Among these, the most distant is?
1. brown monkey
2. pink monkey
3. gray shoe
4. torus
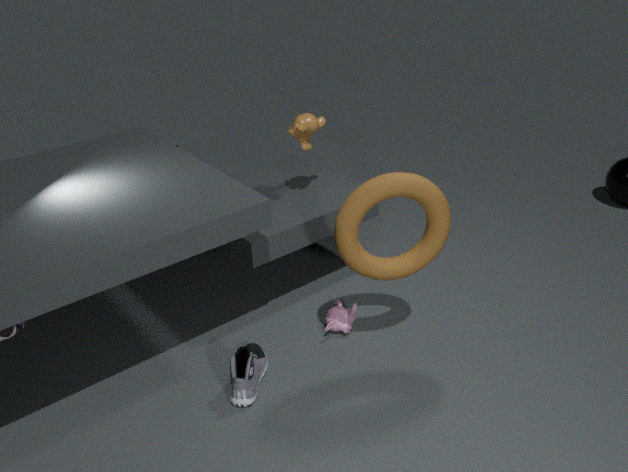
pink monkey
